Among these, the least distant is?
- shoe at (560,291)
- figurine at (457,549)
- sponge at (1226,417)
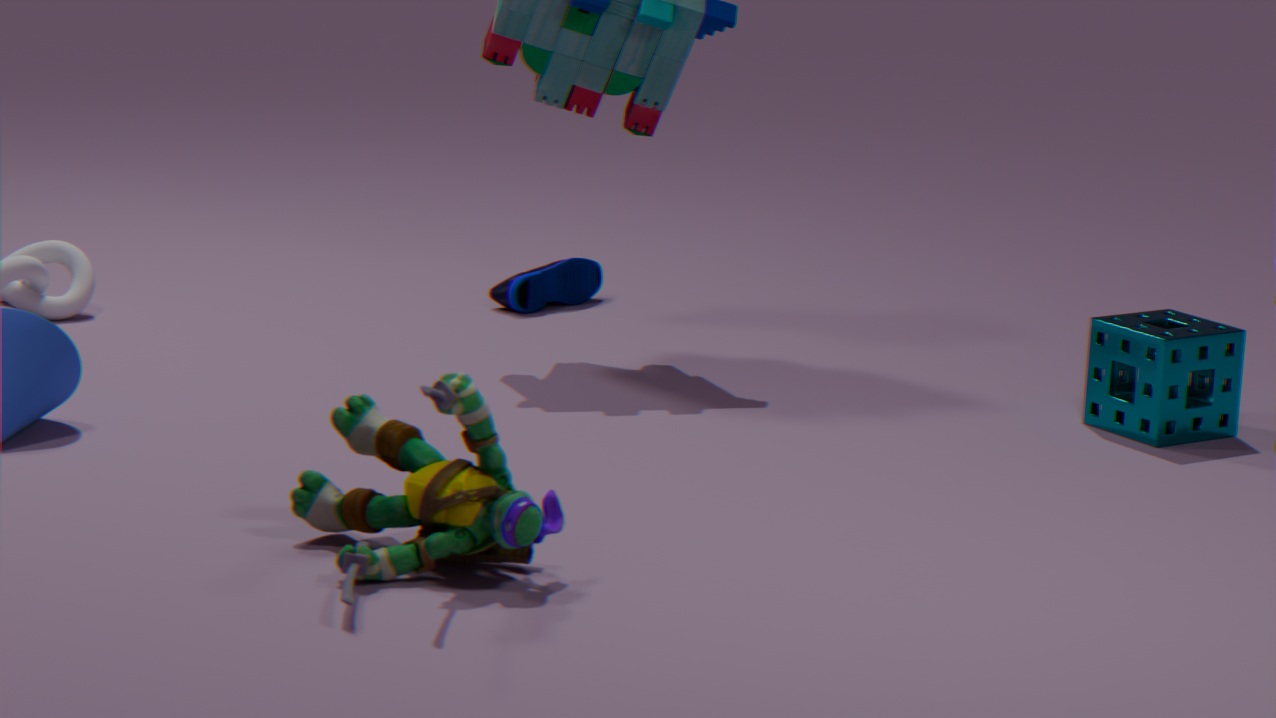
figurine at (457,549)
